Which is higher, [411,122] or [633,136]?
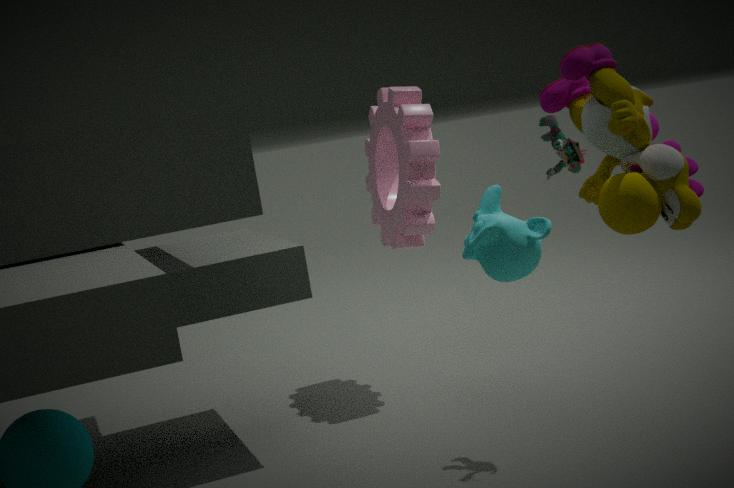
[633,136]
